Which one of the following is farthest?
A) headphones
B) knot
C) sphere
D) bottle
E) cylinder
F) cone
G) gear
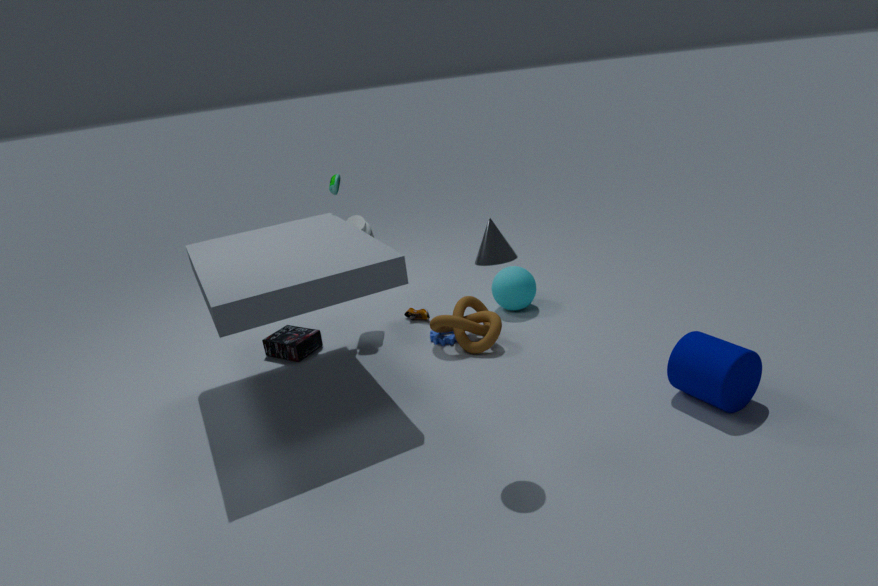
sphere
